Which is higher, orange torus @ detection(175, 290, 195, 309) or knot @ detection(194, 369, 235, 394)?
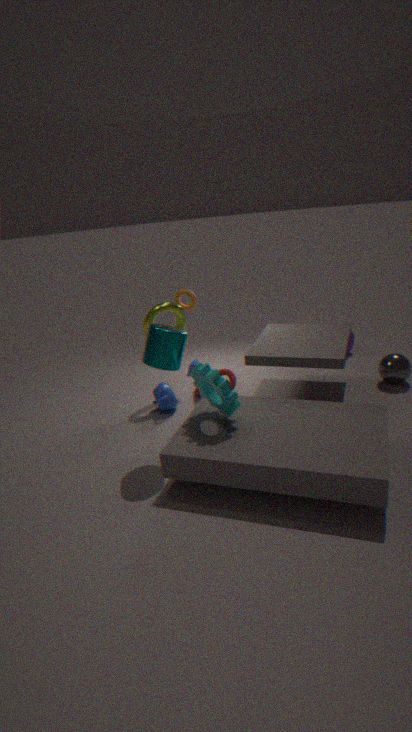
orange torus @ detection(175, 290, 195, 309)
